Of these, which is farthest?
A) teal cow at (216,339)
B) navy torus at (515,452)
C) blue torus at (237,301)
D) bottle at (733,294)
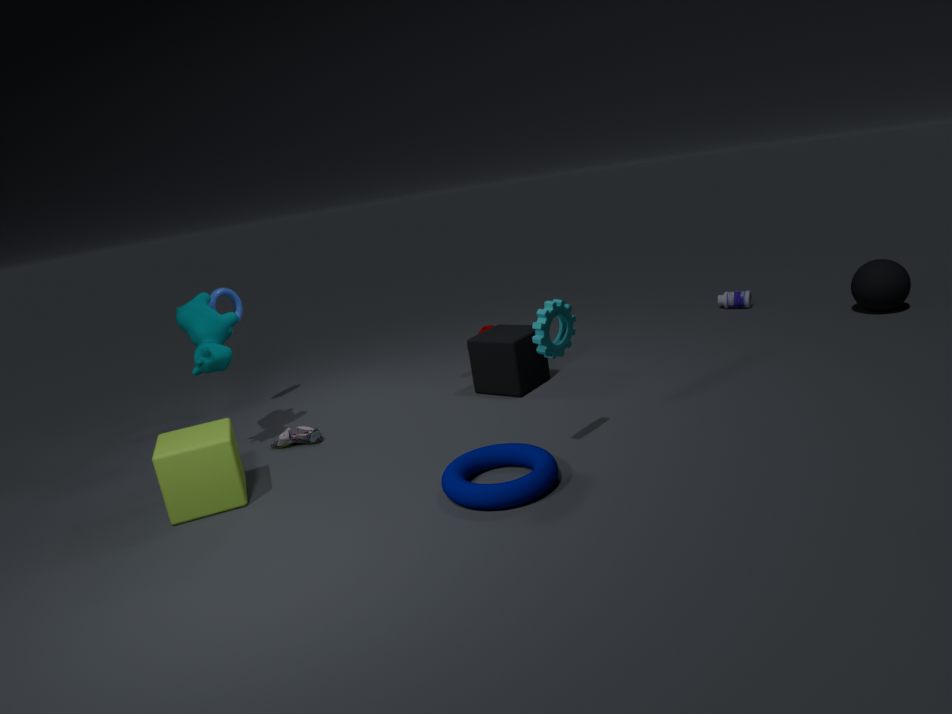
bottle at (733,294)
